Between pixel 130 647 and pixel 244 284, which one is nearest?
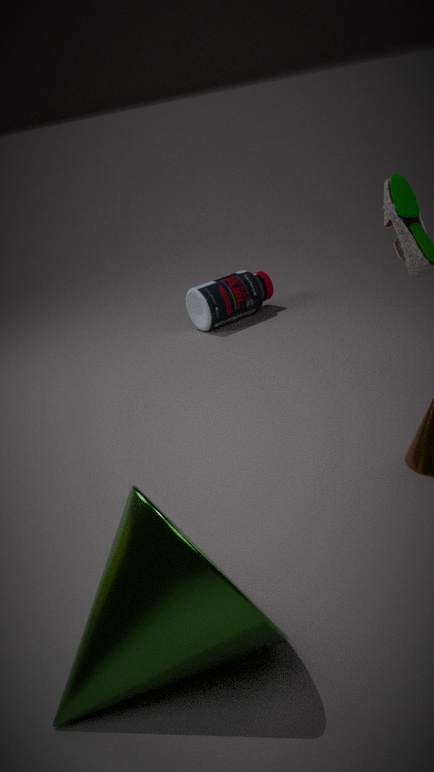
pixel 130 647
